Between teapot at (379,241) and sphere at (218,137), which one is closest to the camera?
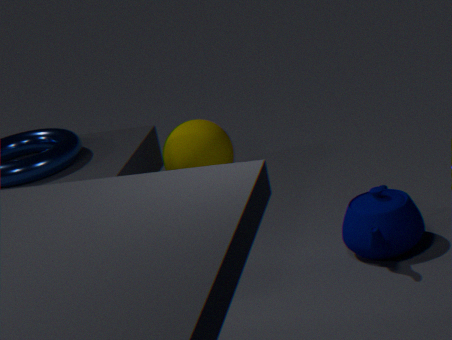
teapot at (379,241)
